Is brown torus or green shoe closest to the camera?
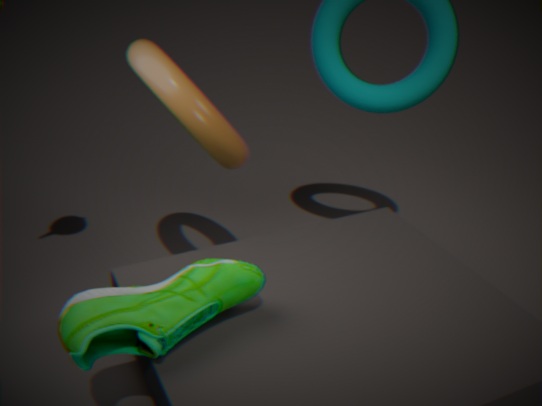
green shoe
